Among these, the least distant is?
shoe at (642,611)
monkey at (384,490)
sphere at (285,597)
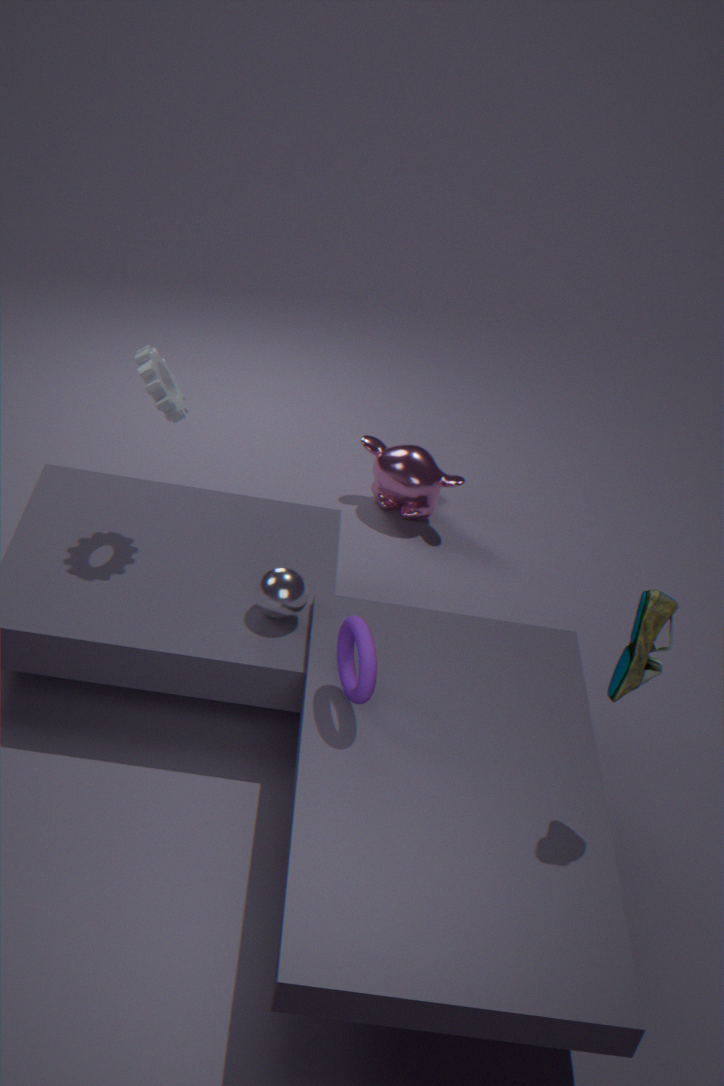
shoe at (642,611)
